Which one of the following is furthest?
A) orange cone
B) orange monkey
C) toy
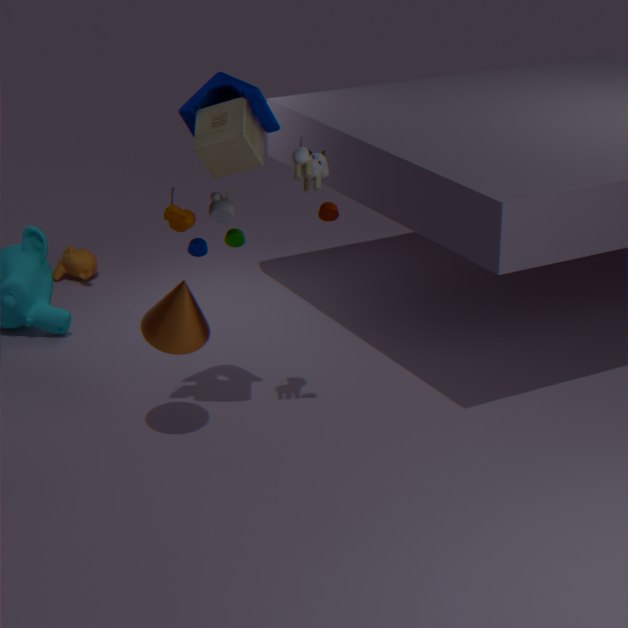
orange monkey
